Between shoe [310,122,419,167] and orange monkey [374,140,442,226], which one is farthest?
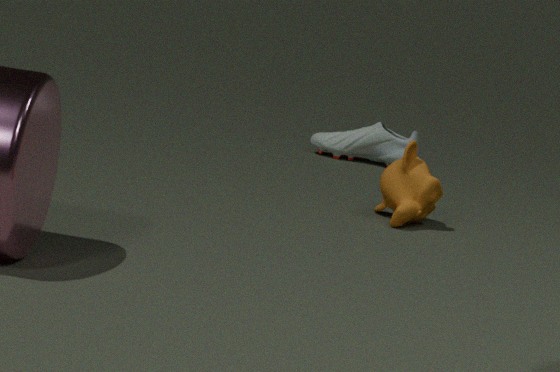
shoe [310,122,419,167]
